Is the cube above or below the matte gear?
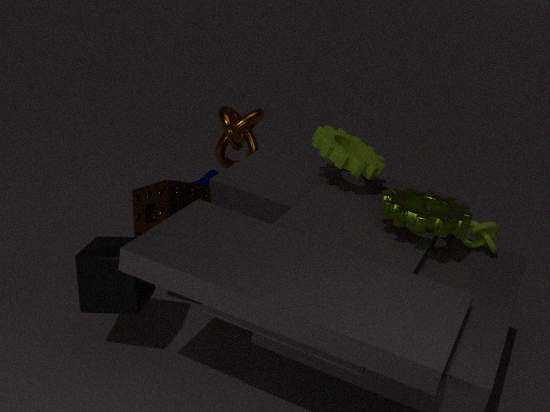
below
